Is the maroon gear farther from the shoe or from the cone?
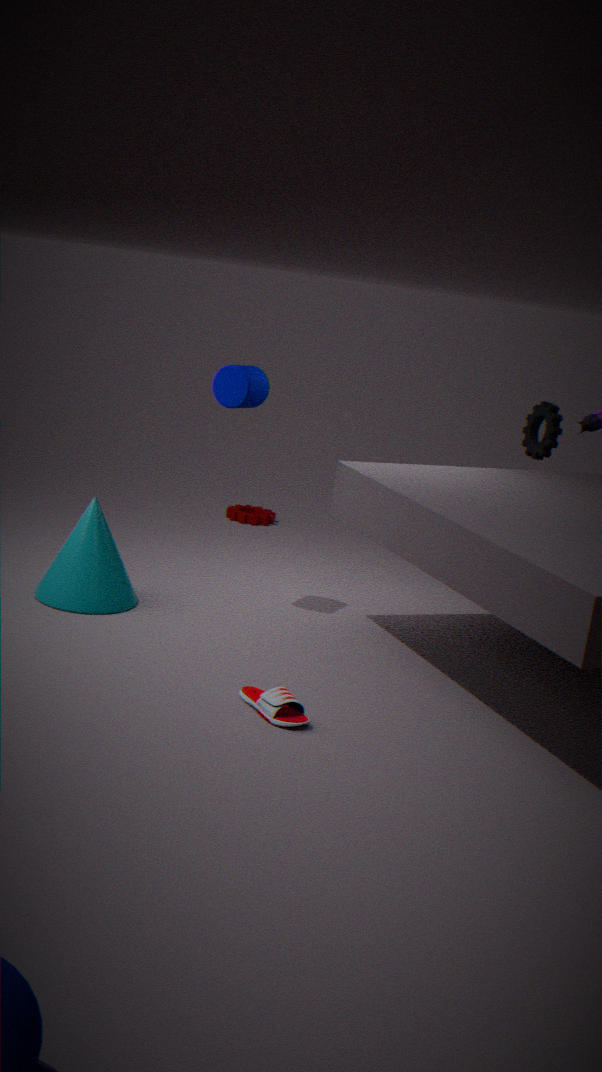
the shoe
